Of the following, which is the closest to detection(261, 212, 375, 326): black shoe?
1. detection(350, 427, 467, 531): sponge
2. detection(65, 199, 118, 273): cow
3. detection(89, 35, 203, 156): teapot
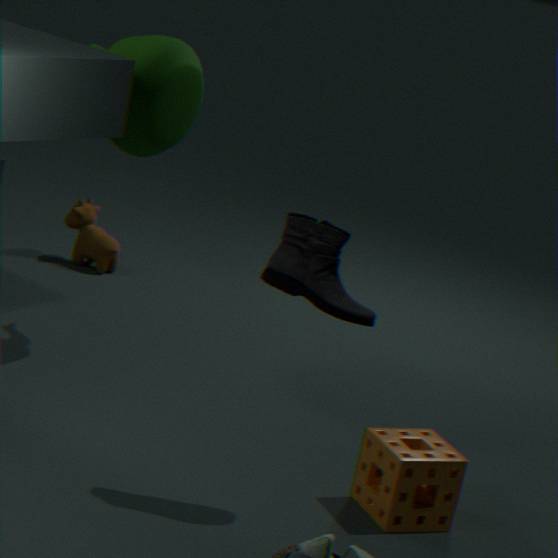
detection(350, 427, 467, 531): sponge
